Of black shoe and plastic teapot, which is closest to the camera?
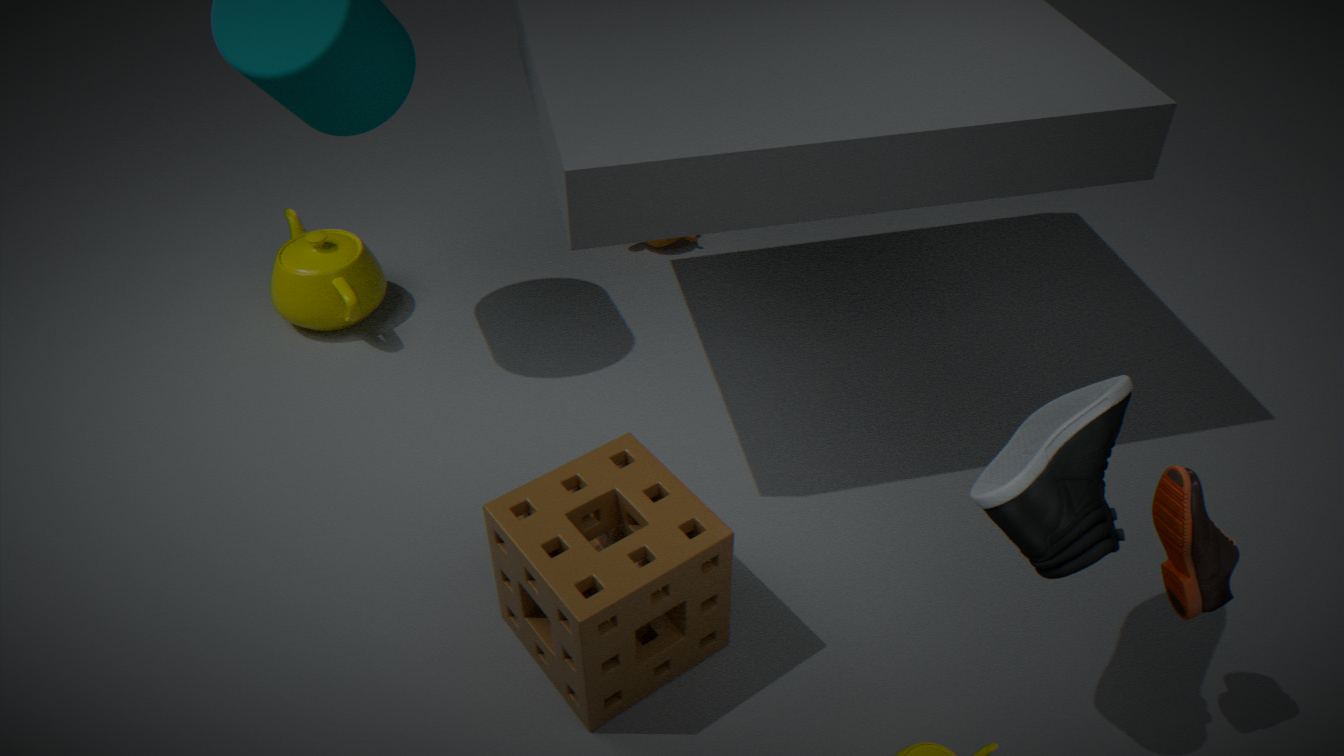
black shoe
